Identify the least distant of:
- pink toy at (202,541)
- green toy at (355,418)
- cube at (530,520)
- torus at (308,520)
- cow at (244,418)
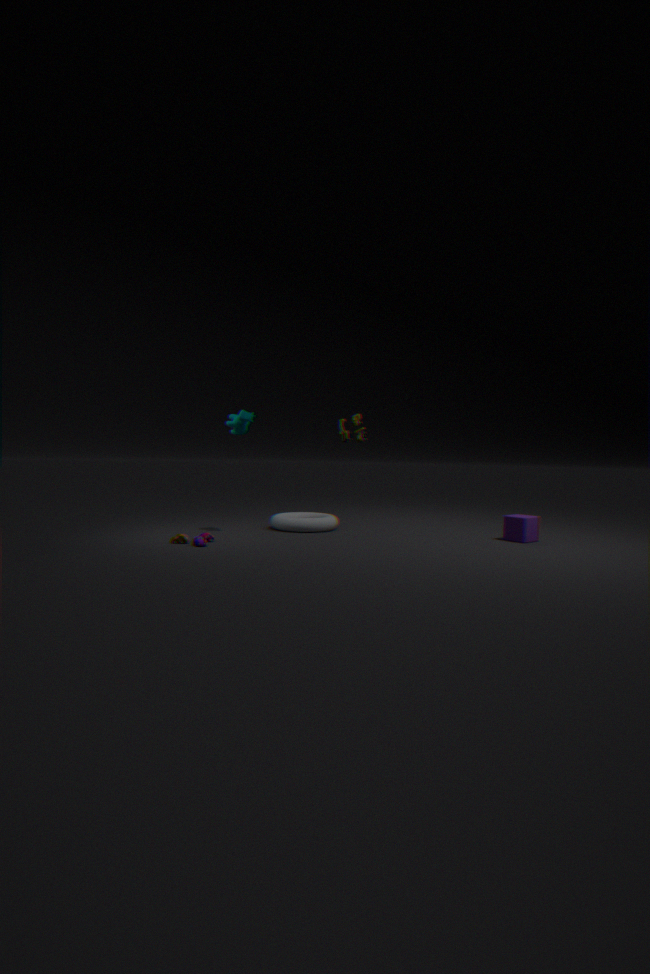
pink toy at (202,541)
